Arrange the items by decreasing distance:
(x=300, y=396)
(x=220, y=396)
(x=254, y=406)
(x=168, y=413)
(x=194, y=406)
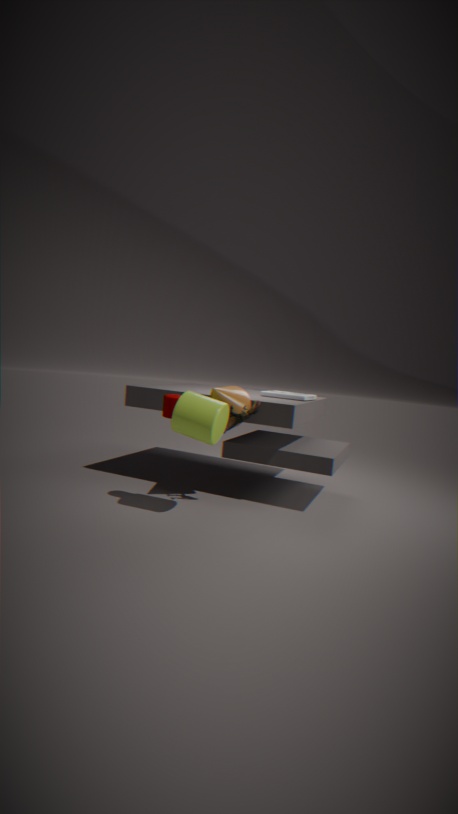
(x=300, y=396), (x=220, y=396), (x=254, y=406), (x=168, y=413), (x=194, y=406)
